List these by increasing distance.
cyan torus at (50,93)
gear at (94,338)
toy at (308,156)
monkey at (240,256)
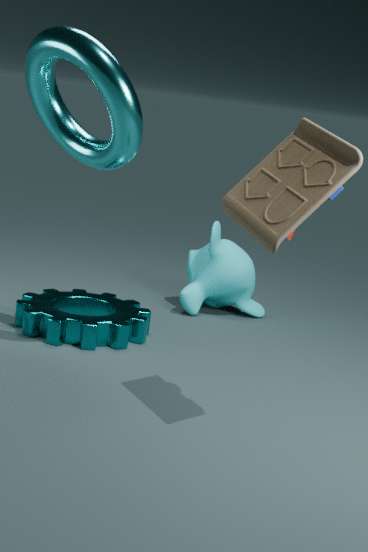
toy at (308,156)
cyan torus at (50,93)
gear at (94,338)
monkey at (240,256)
